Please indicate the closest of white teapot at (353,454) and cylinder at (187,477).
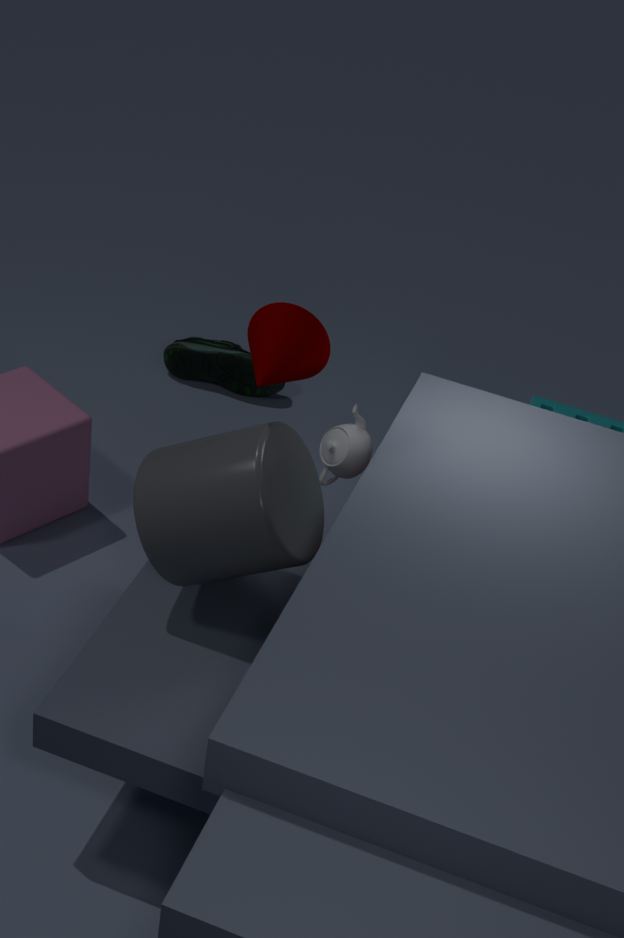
cylinder at (187,477)
